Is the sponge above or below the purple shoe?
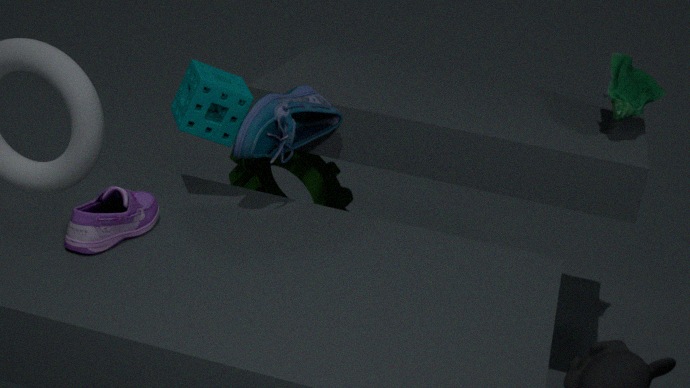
above
